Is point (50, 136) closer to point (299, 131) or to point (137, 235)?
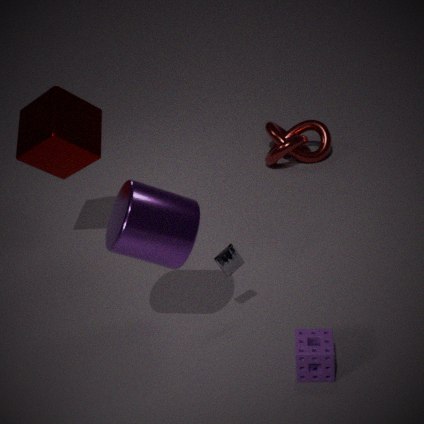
point (137, 235)
